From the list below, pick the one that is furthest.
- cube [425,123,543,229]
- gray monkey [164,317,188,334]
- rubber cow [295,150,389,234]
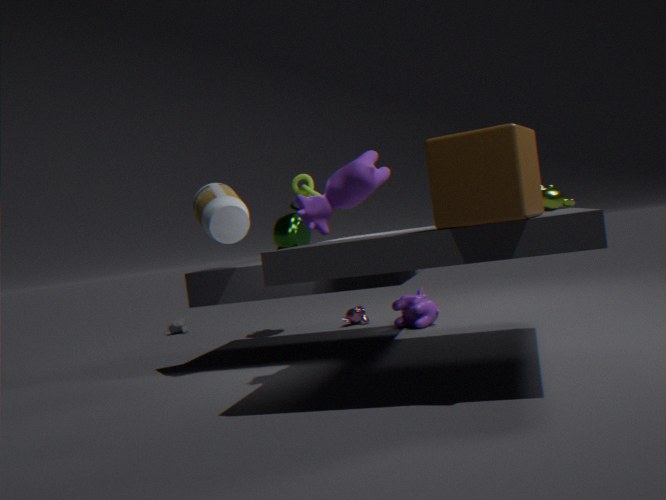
gray monkey [164,317,188,334]
